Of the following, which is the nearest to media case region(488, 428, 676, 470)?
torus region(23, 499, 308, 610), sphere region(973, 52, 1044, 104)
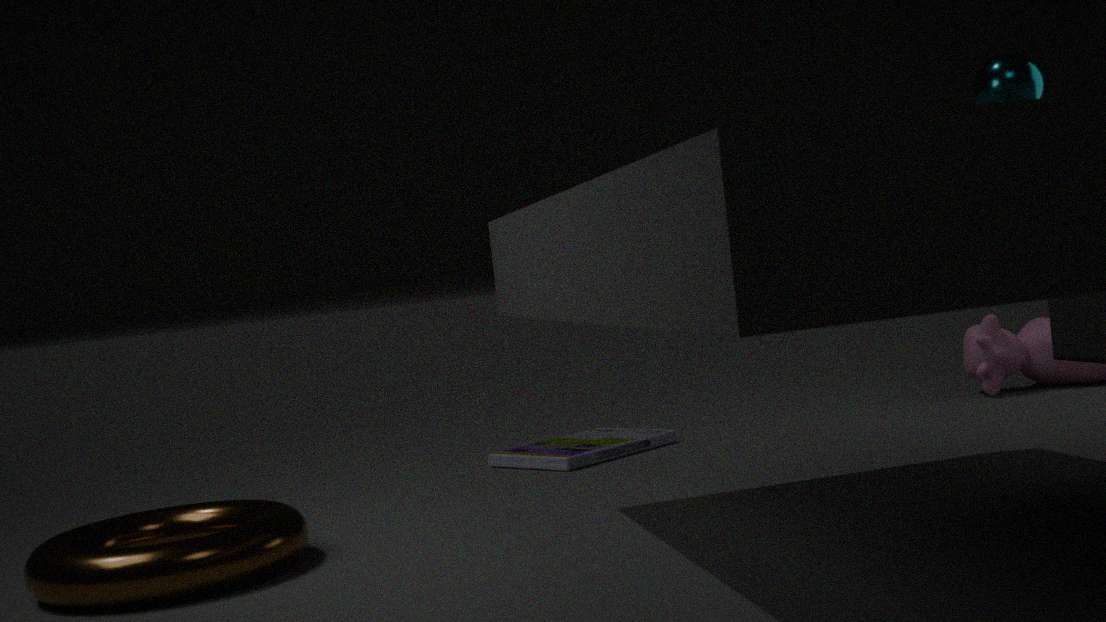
torus region(23, 499, 308, 610)
